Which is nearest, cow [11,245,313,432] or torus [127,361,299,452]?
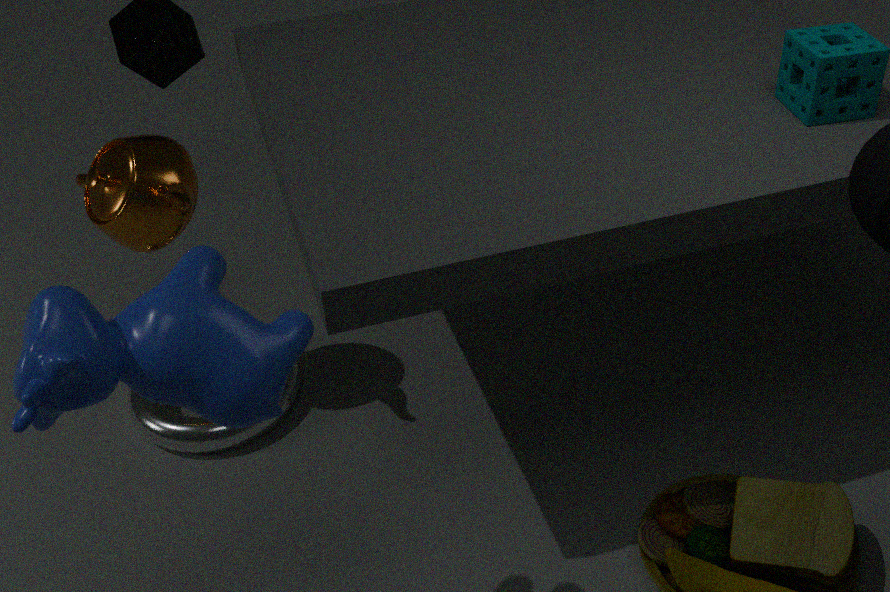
cow [11,245,313,432]
